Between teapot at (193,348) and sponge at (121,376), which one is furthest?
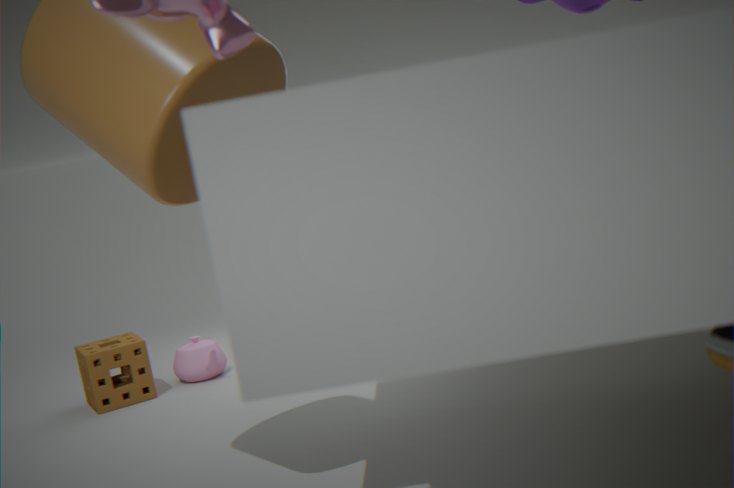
teapot at (193,348)
